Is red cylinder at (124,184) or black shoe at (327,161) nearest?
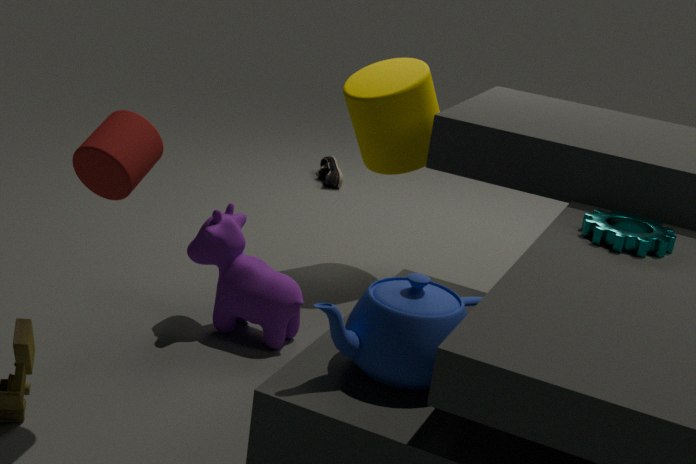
red cylinder at (124,184)
